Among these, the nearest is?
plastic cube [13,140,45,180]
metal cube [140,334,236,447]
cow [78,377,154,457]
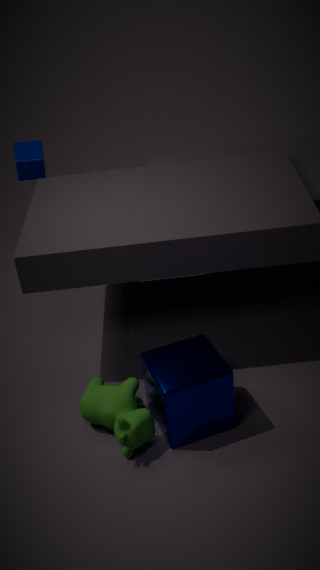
metal cube [140,334,236,447]
